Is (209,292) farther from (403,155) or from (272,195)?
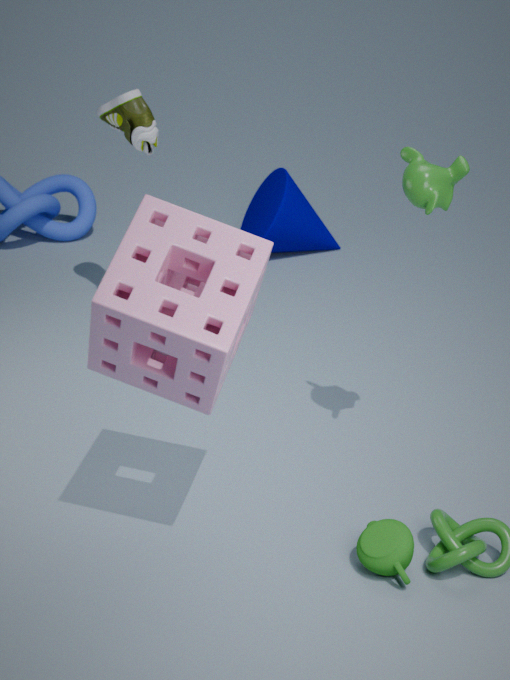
(272,195)
